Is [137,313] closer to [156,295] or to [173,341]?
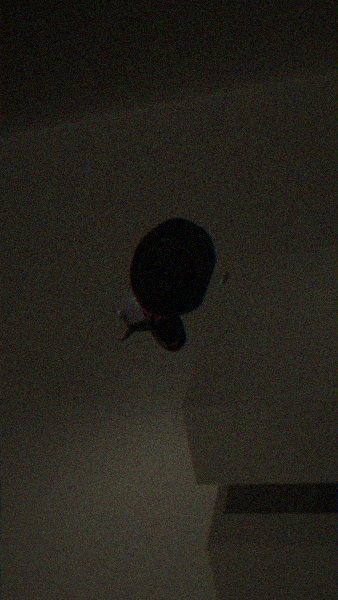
[173,341]
